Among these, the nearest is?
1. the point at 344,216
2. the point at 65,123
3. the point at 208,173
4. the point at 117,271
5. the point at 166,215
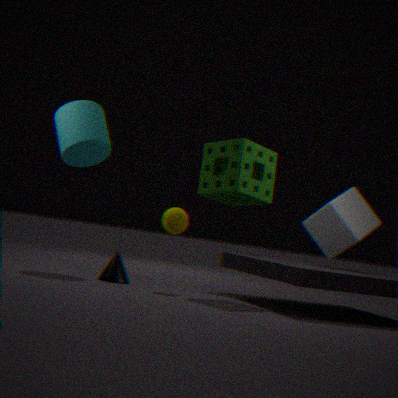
the point at 166,215
